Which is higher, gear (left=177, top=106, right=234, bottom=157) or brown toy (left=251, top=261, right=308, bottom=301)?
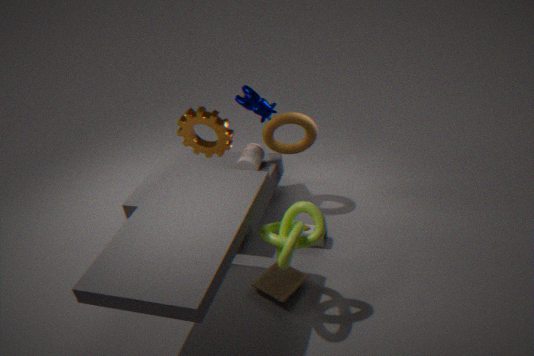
gear (left=177, top=106, right=234, bottom=157)
